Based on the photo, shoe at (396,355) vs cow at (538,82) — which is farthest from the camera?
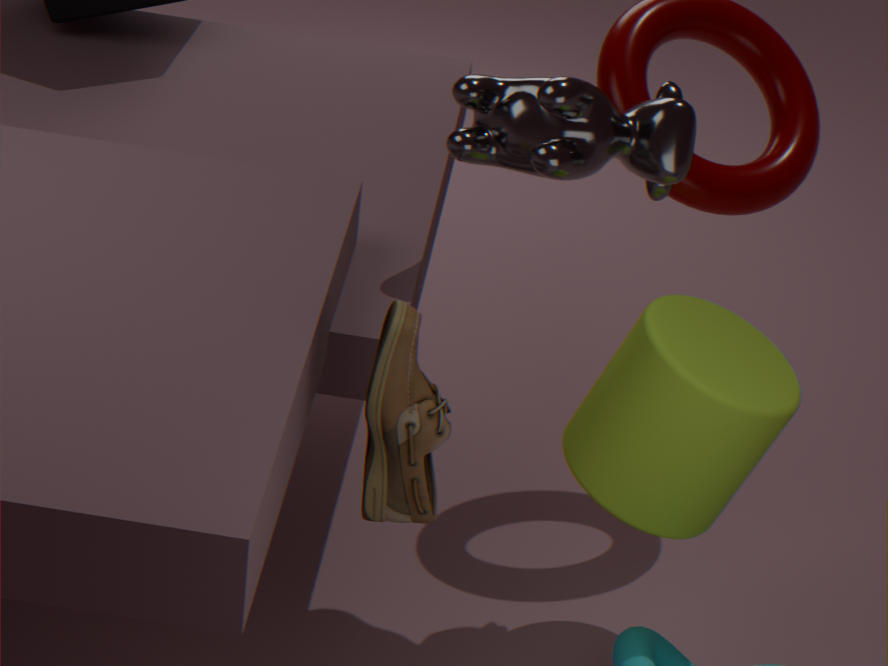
cow at (538,82)
